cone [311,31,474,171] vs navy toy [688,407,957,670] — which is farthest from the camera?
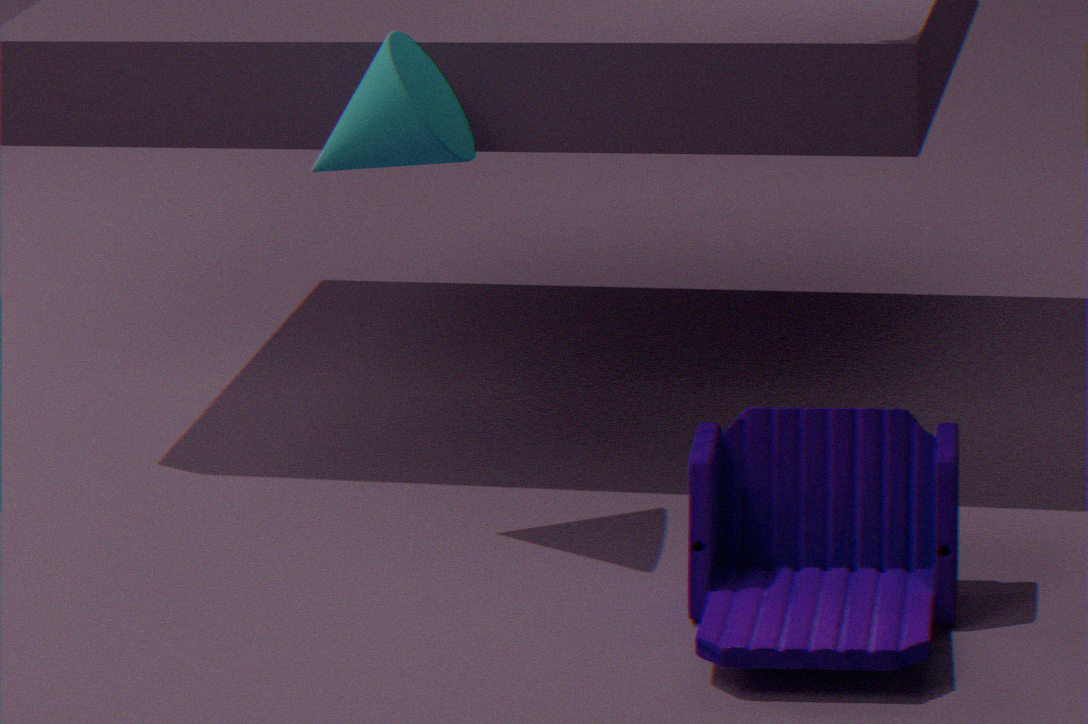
cone [311,31,474,171]
